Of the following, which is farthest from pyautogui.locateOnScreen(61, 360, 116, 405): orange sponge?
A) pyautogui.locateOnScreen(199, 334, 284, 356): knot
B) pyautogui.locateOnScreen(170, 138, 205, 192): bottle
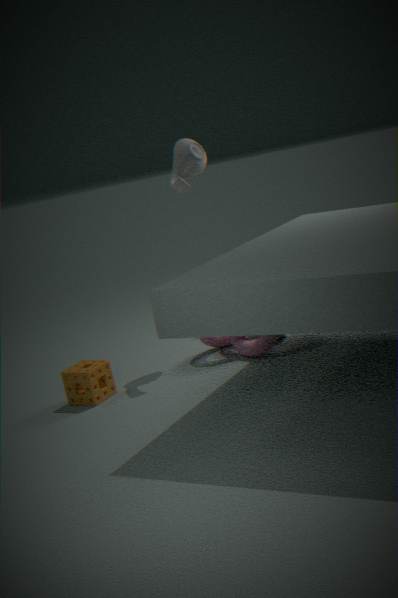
pyautogui.locateOnScreen(170, 138, 205, 192): bottle
